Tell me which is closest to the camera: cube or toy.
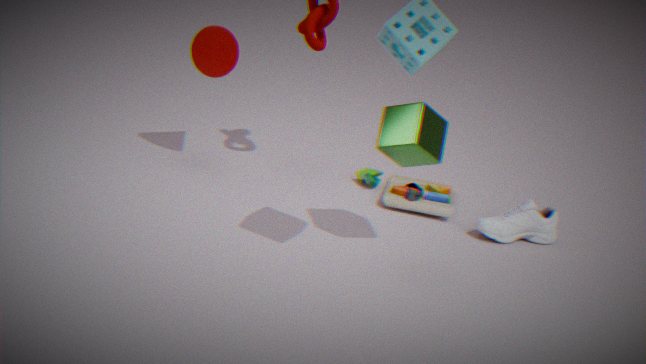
cube
